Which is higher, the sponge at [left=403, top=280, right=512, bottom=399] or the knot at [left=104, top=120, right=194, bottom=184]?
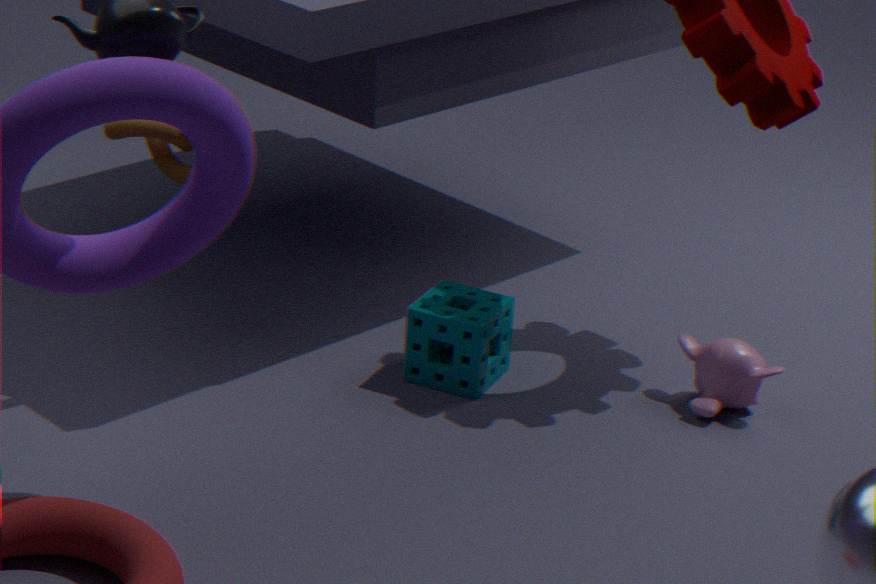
the knot at [left=104, top=120, right=194, bottom=184]
